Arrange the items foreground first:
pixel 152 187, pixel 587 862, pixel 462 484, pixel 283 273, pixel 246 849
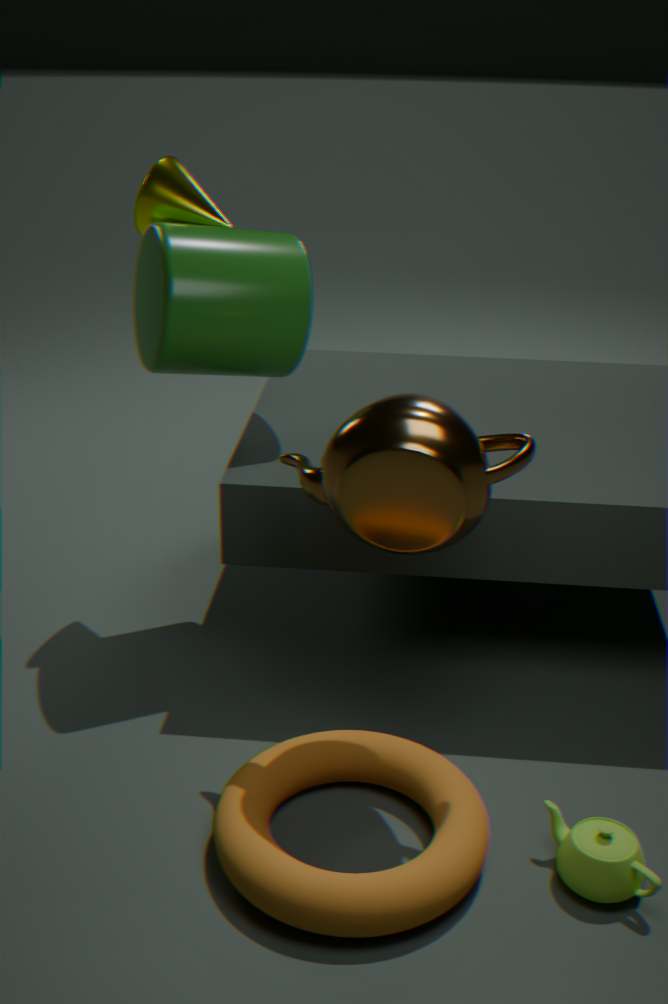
pixel 246 849 < pixel 587 862 < pixel 462 484 < pixel 283 273 < pixel 152 187
